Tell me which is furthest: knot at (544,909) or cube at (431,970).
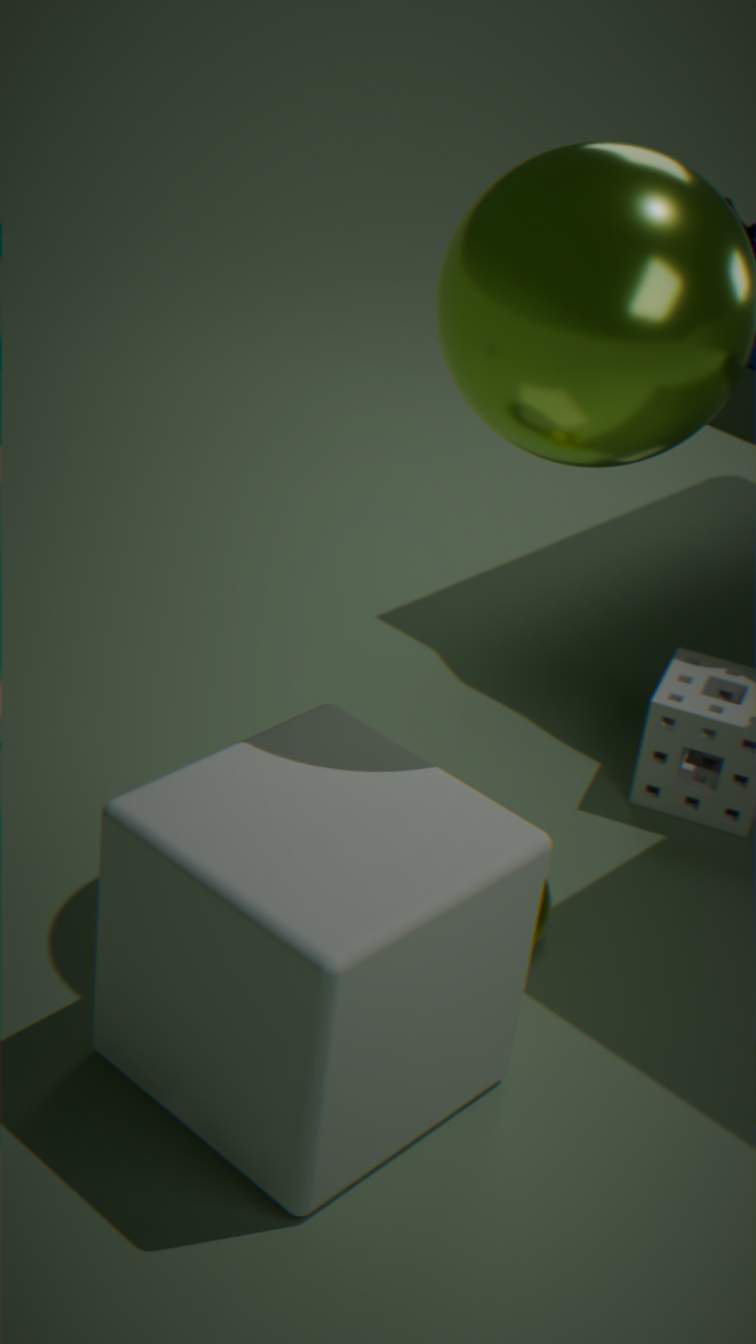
knot at (544,909)
